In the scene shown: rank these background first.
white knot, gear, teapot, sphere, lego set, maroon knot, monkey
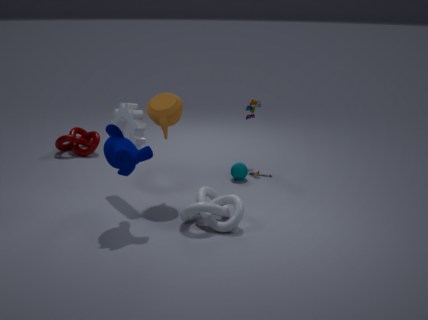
maroon knot < lego set < sphere < gear < teapot < white knot < monkey
